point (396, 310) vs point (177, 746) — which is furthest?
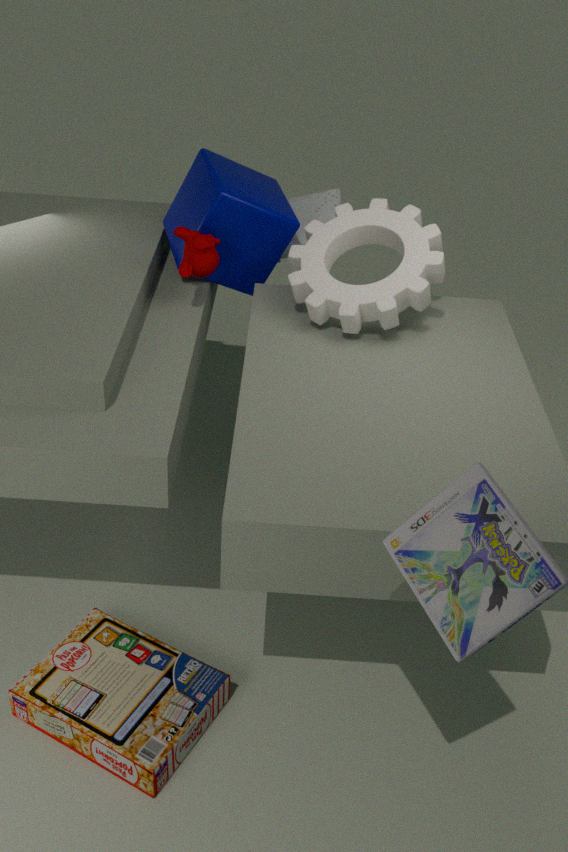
point (396, 310)
